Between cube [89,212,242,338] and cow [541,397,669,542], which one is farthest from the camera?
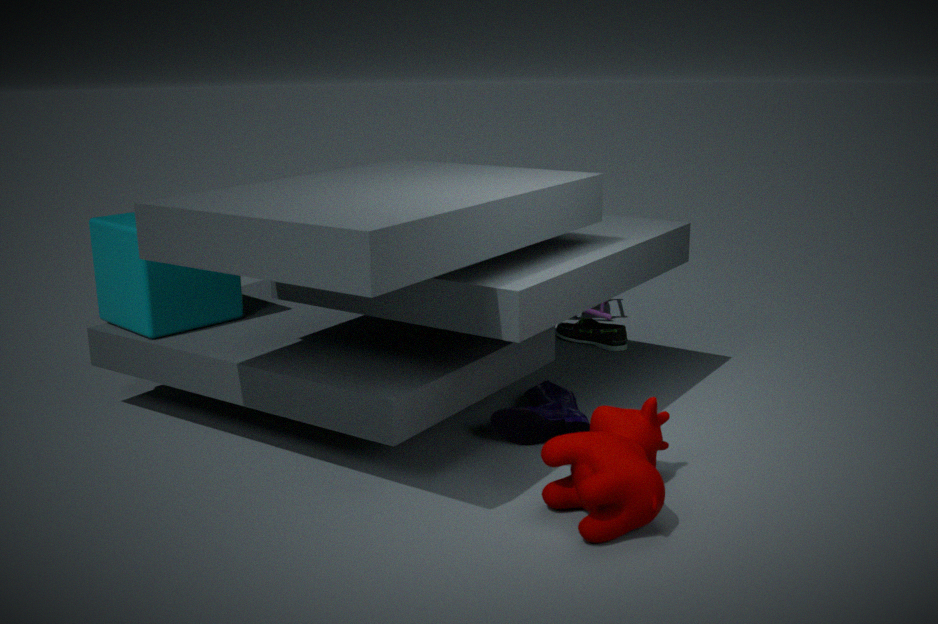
cube [89,212,242,338]
